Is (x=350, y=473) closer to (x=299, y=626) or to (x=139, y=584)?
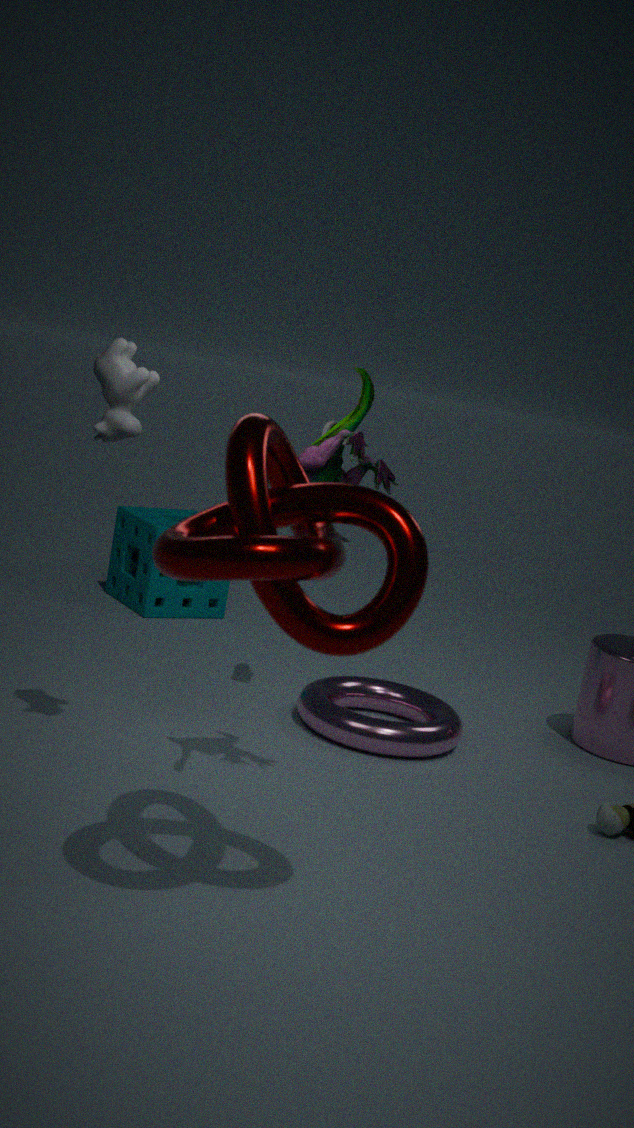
(x=299, y=626)
